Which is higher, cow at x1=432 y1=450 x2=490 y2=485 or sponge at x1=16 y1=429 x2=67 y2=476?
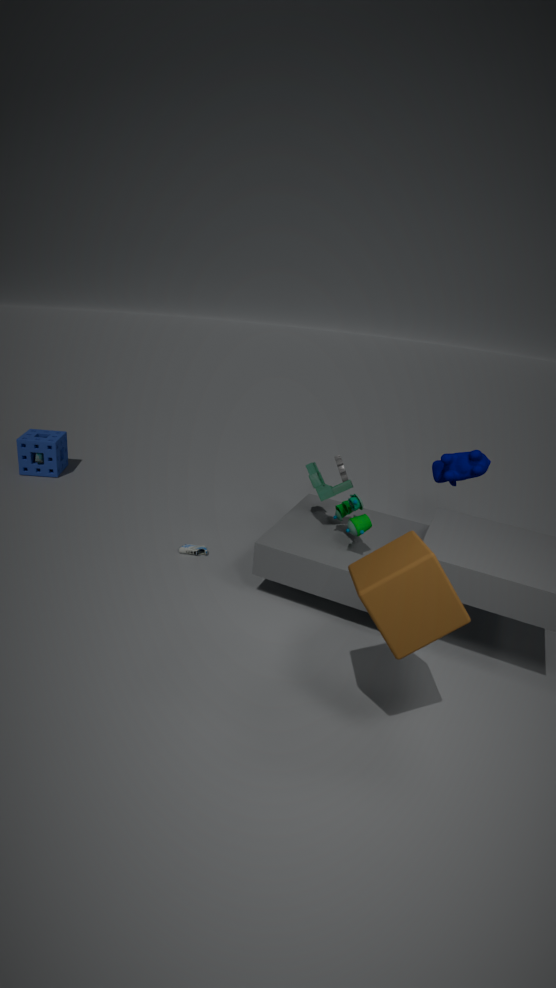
cow at x1=432 y1=450 x2=490 y2=485
